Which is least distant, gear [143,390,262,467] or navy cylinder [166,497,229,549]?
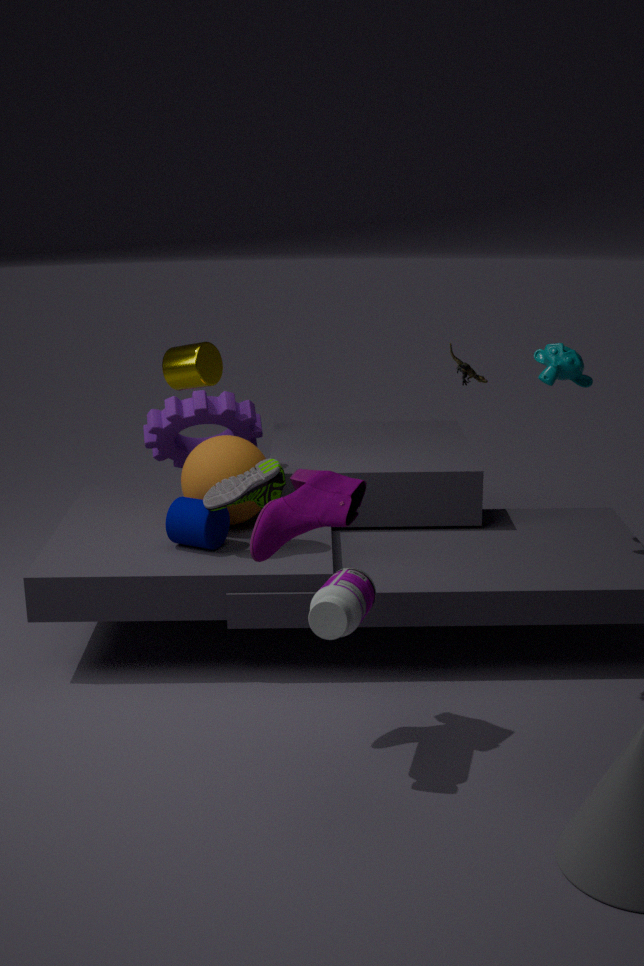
navy cylinder [166,497,229,549]
